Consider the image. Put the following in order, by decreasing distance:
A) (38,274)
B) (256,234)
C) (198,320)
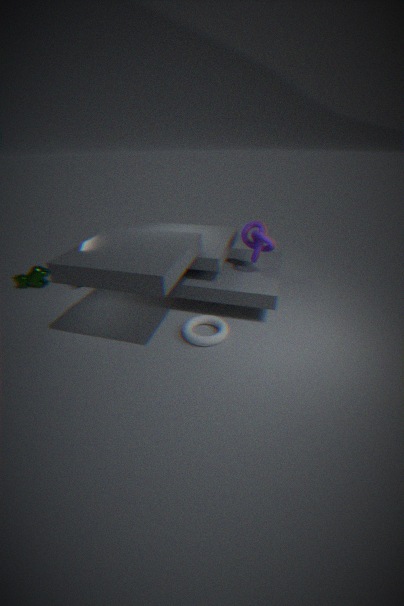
(38,274) → (256,234) → (198,320)
